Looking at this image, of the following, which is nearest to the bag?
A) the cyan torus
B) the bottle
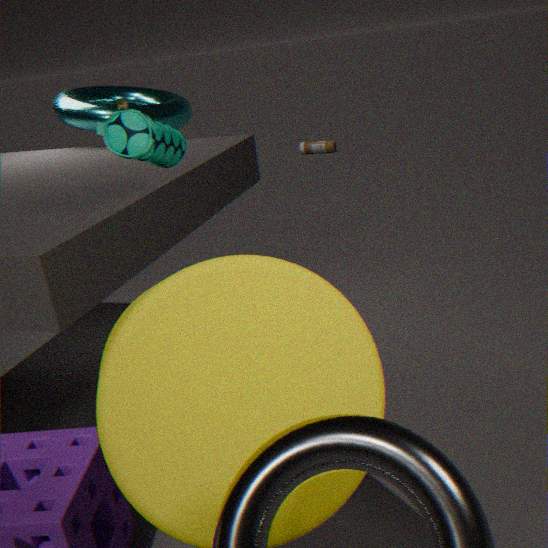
the cyan torus
